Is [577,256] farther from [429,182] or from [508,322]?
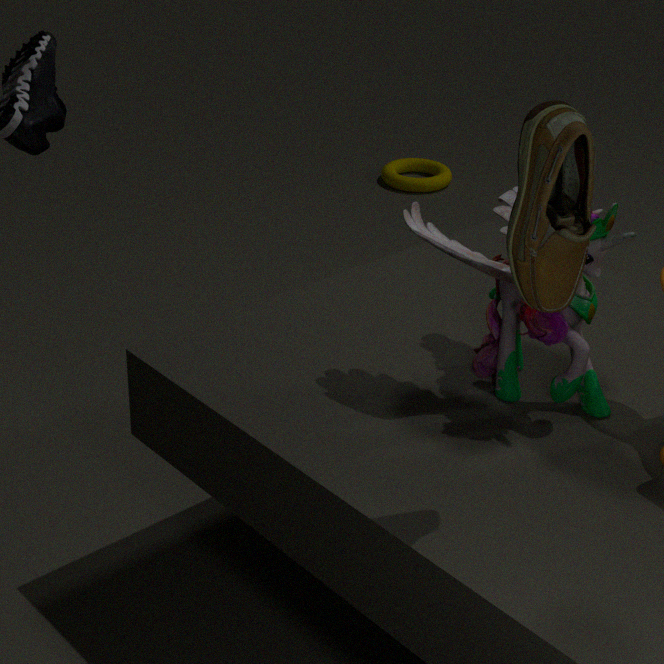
[429,182]
